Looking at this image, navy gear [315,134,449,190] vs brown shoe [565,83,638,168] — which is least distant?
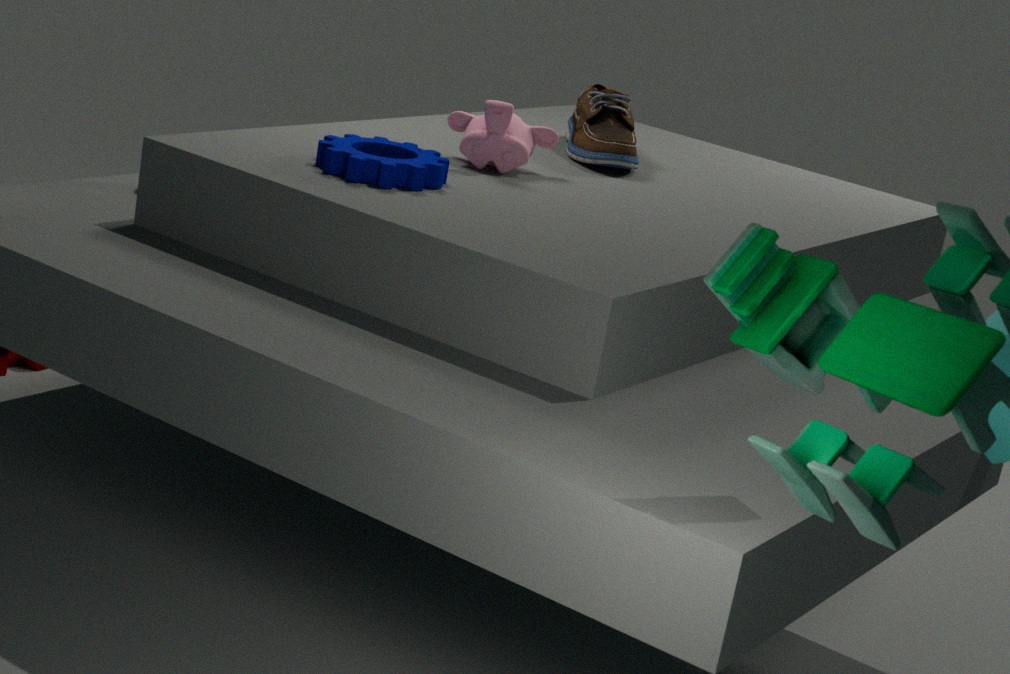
navy gear [315,134,449,190]
